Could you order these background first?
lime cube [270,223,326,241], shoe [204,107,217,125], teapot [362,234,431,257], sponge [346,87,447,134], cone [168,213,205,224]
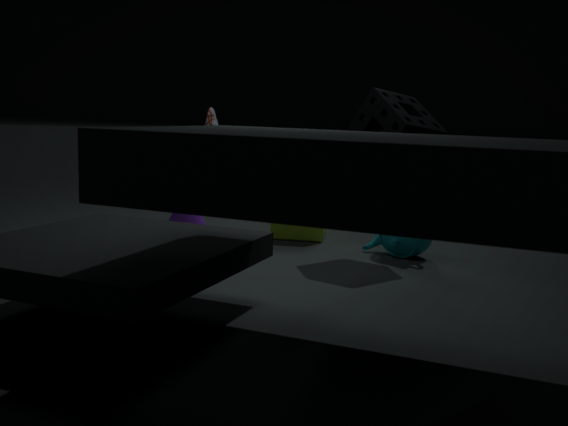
lime cube [270,223,326,241]
shoe [204,107,217,125]
teapot [362,234,431,257]
cone [168,213,205,224]
sponge [346,87,447,134]
